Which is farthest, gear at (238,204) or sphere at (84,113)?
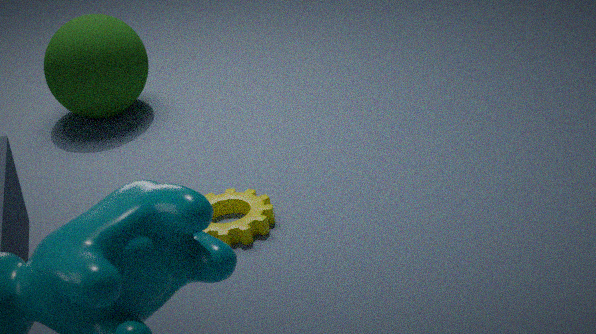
sphere at (84,113)
